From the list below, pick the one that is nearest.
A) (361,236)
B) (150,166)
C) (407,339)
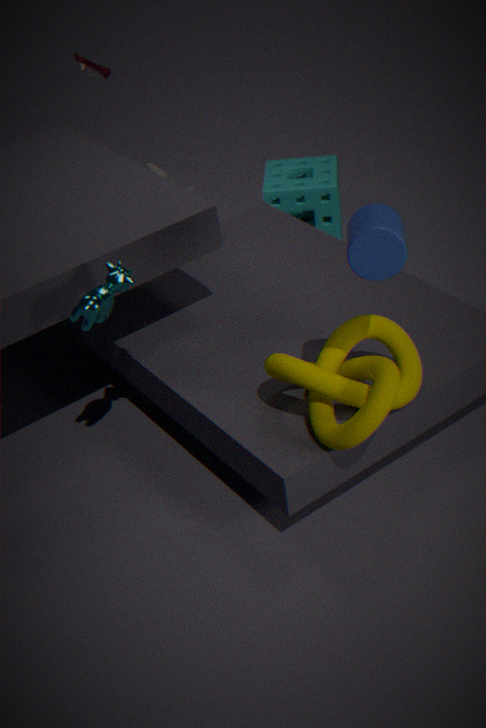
A. (361,236)
